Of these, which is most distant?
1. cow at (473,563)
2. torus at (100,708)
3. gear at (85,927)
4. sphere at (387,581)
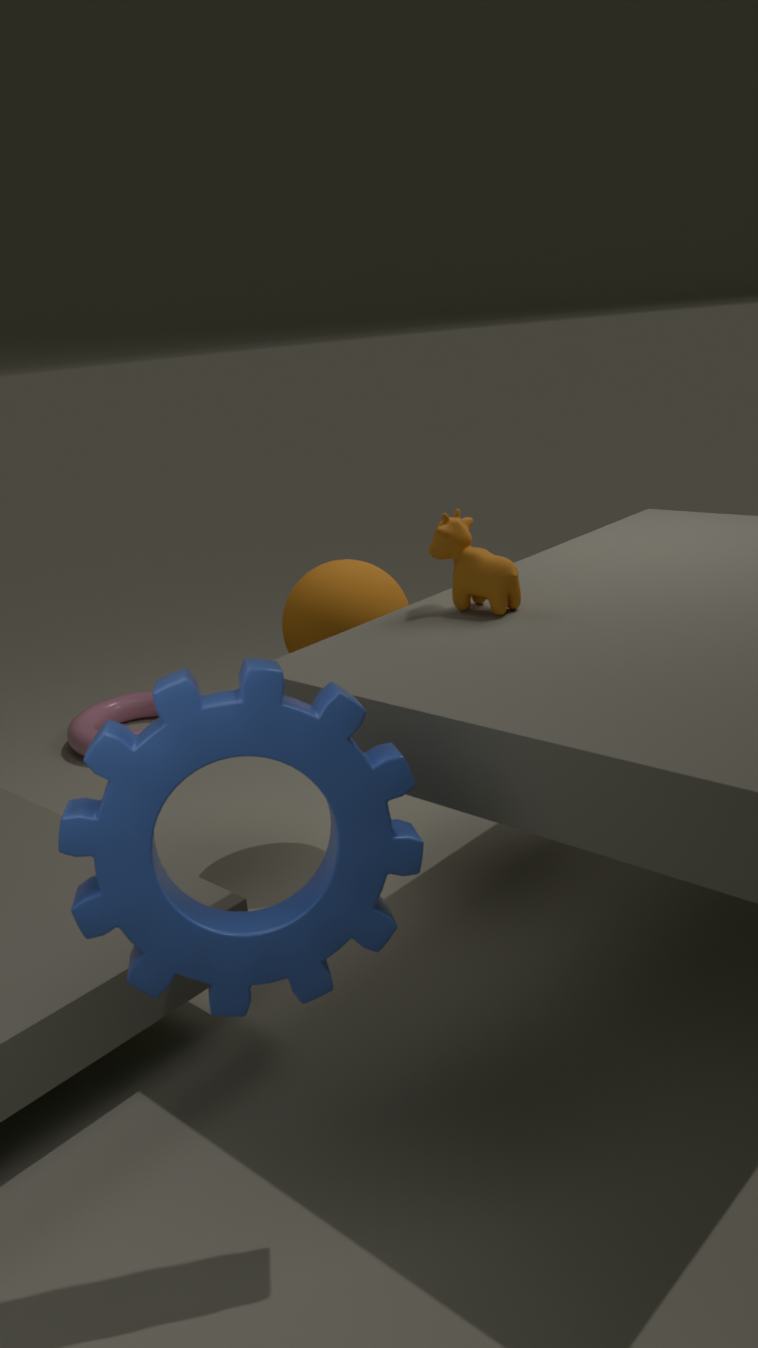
torus at (100,708)
